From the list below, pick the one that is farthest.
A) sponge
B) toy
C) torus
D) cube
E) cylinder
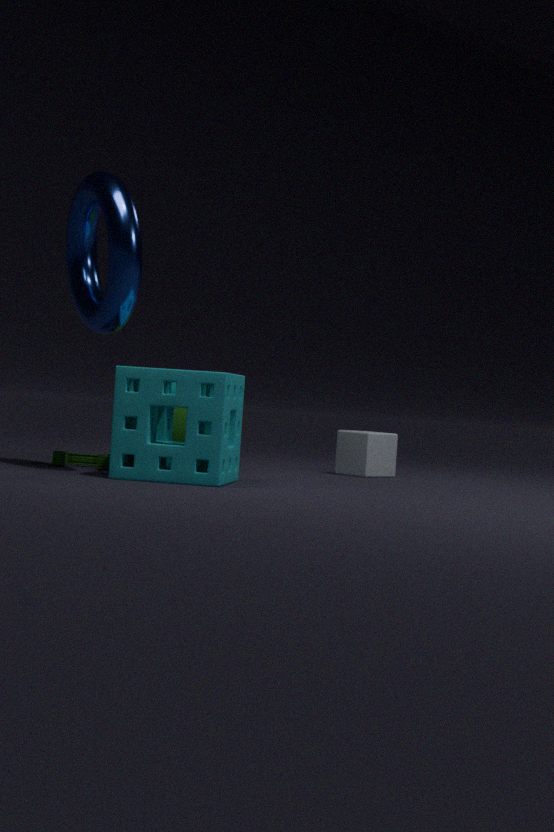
cube
